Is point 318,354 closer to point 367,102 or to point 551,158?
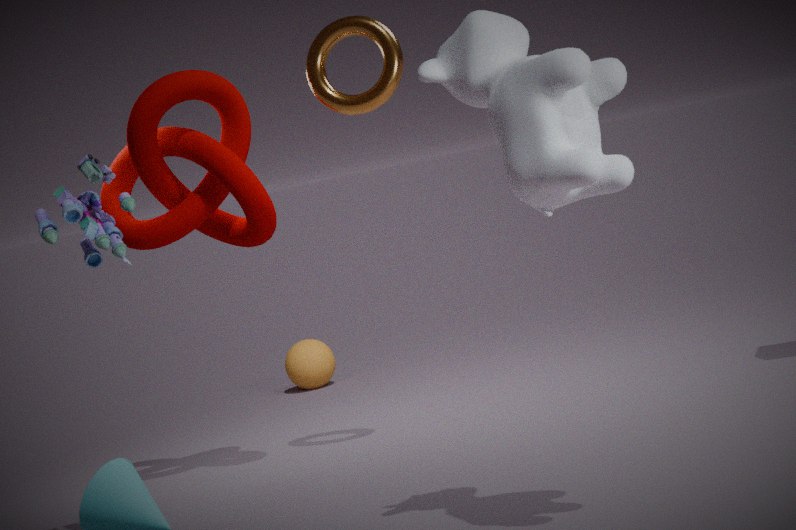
point 367,102
